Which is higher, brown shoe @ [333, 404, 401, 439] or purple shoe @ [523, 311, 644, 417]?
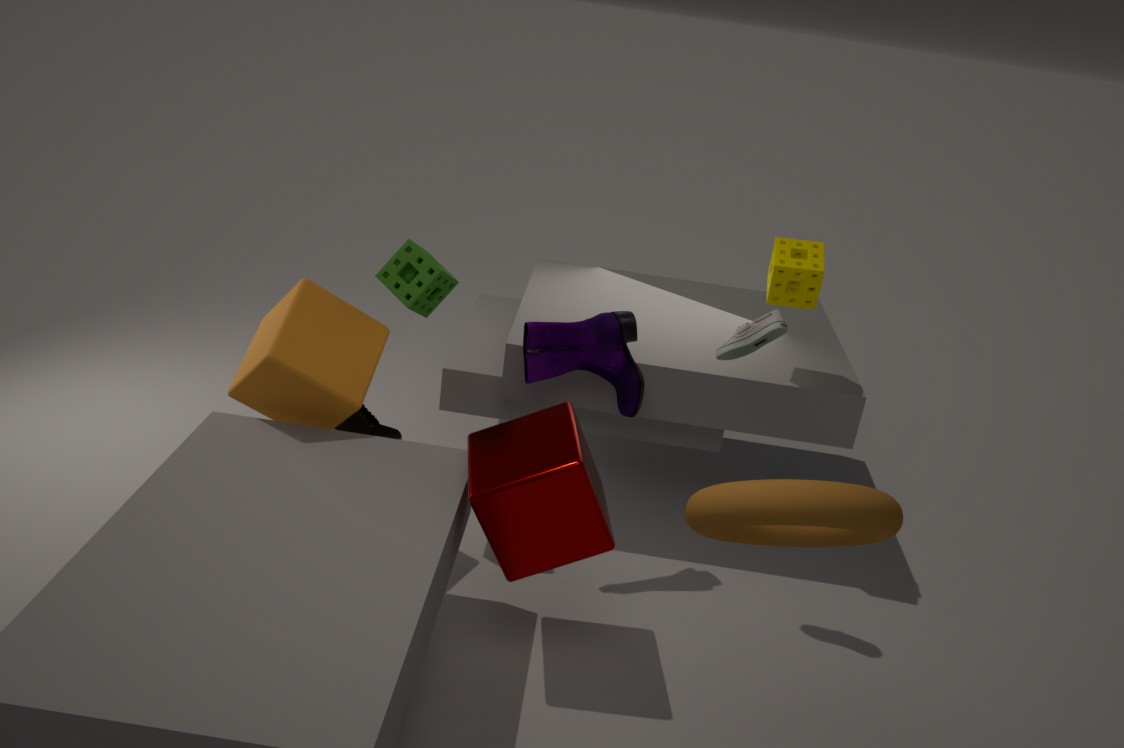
purple shoe @ [523, 311, 644, 417]
